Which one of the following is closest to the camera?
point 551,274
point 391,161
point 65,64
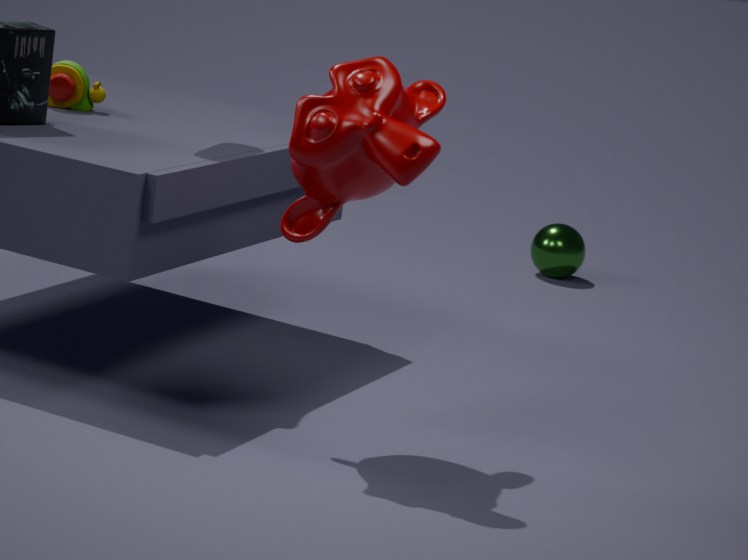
point 391,161
